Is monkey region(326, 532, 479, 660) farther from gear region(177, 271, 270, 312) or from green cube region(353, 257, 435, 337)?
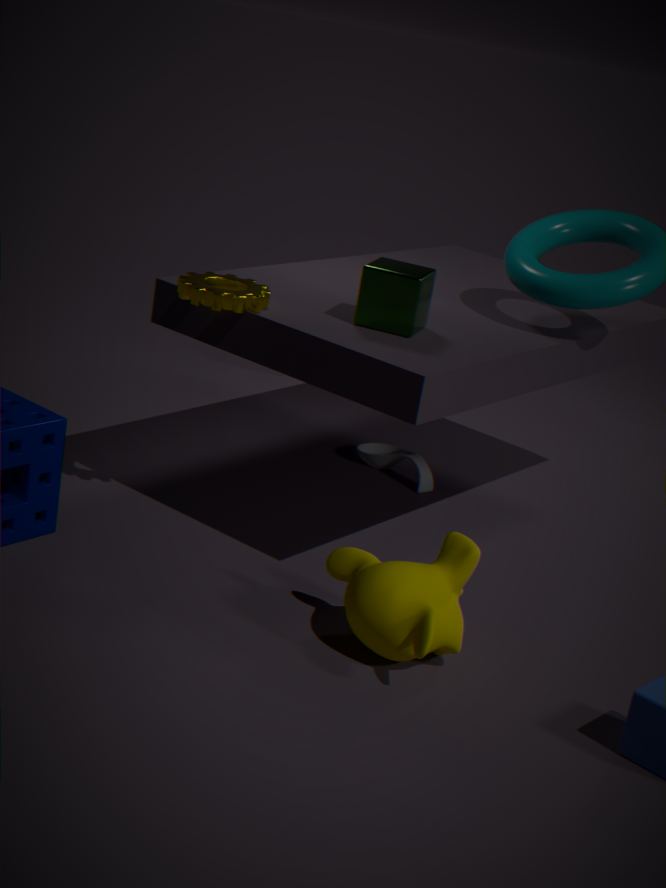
gear region(177, 271, 270, 312)
